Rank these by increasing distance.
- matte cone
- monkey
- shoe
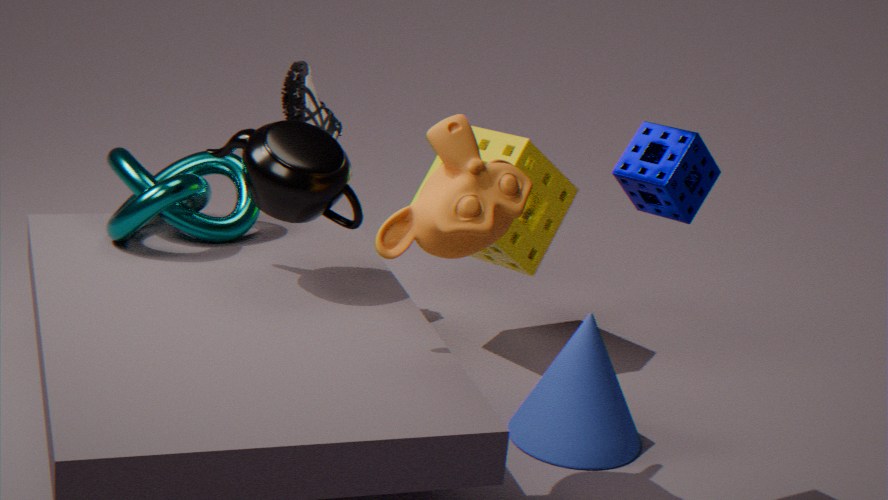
monkey → matte cone → shoe
